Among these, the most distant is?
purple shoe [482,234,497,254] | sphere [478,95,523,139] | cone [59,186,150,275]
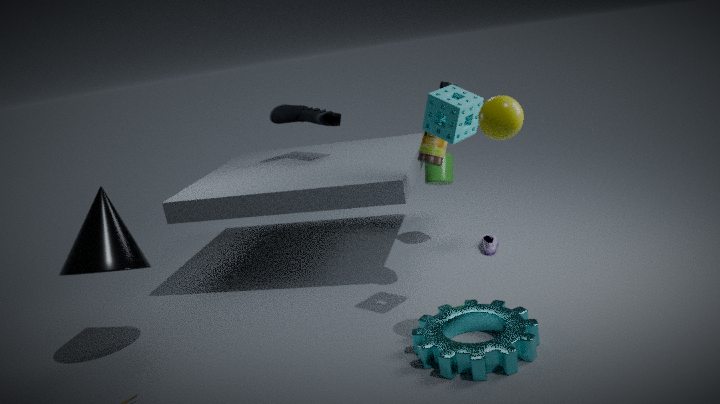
purple shoe [482,234,497,254]
